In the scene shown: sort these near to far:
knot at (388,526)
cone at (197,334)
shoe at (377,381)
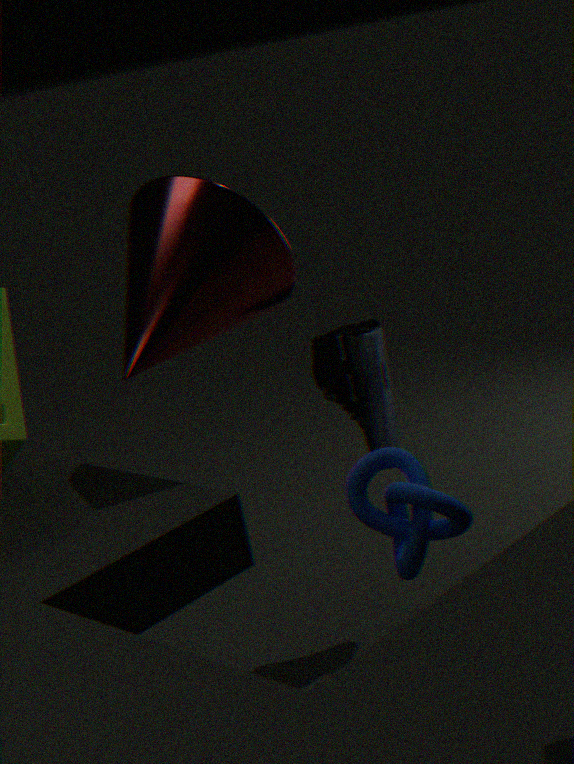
knot at (388,526) < cone at (197,334) < shoe at (377,381)
